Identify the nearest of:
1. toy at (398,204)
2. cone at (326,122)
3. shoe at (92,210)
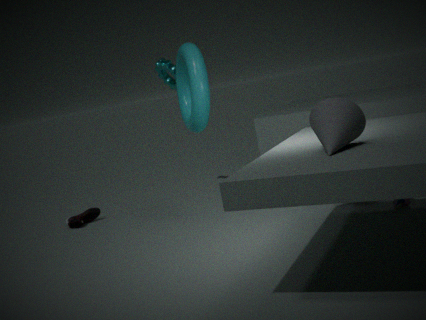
cone at (326,122)
